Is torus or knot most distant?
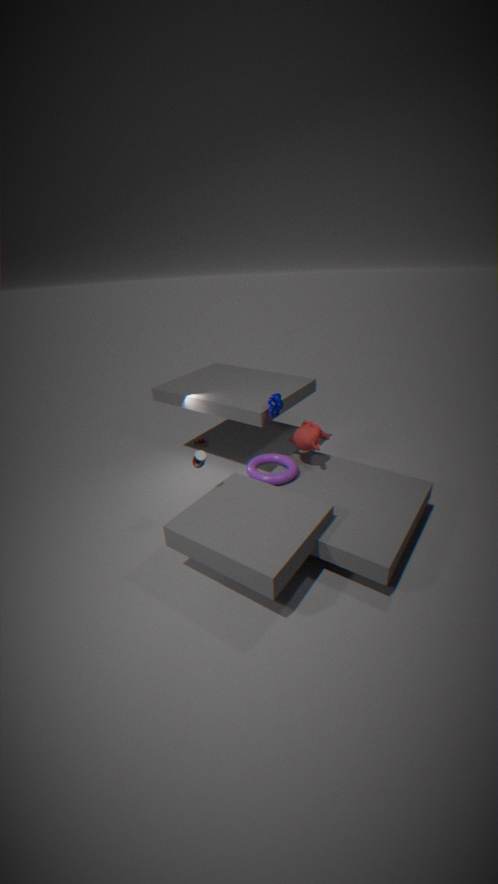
knot
